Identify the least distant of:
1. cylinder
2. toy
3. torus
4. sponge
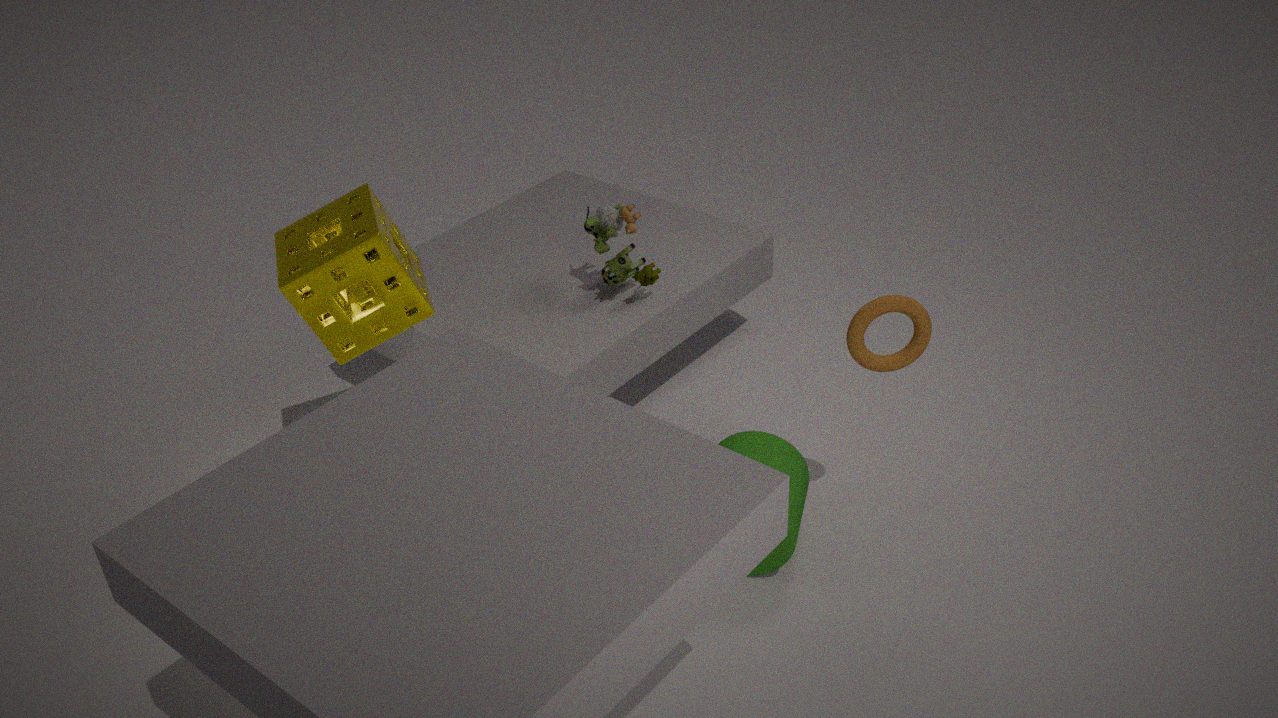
torus
